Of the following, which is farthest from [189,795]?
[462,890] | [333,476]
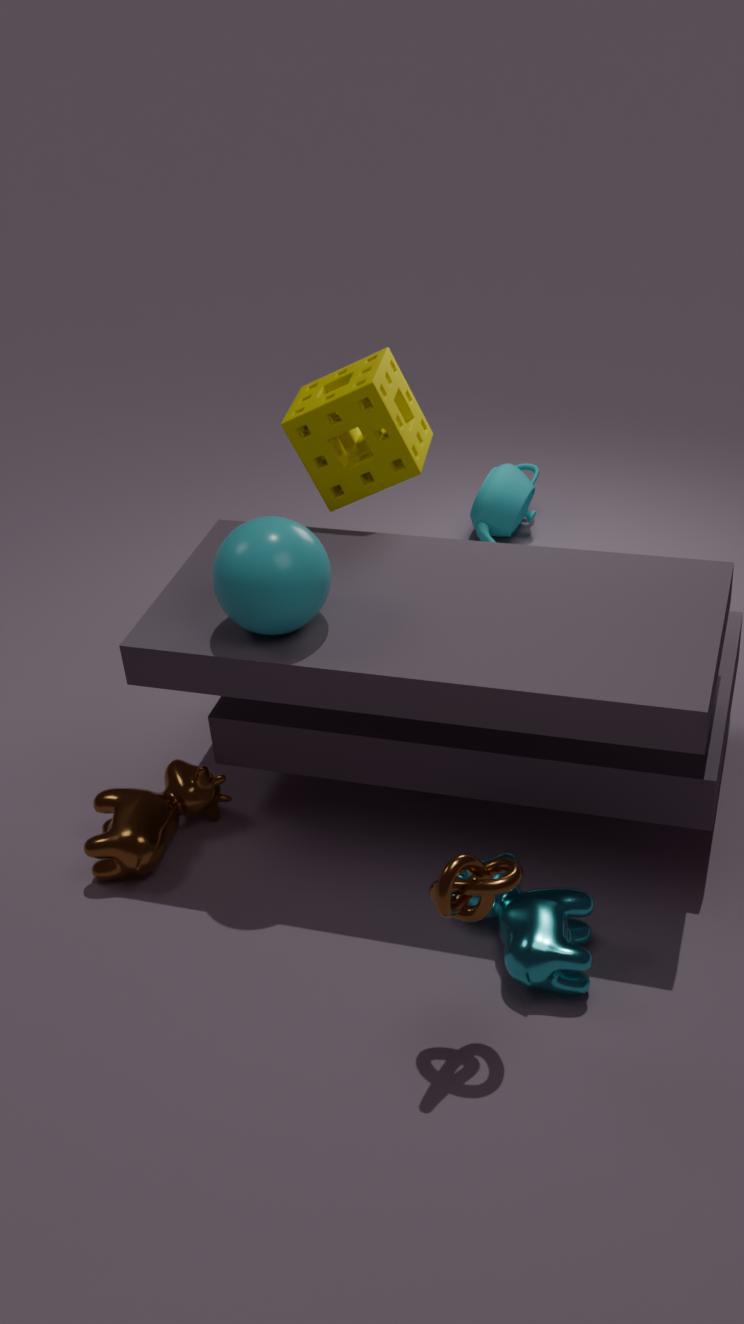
[333,476]
